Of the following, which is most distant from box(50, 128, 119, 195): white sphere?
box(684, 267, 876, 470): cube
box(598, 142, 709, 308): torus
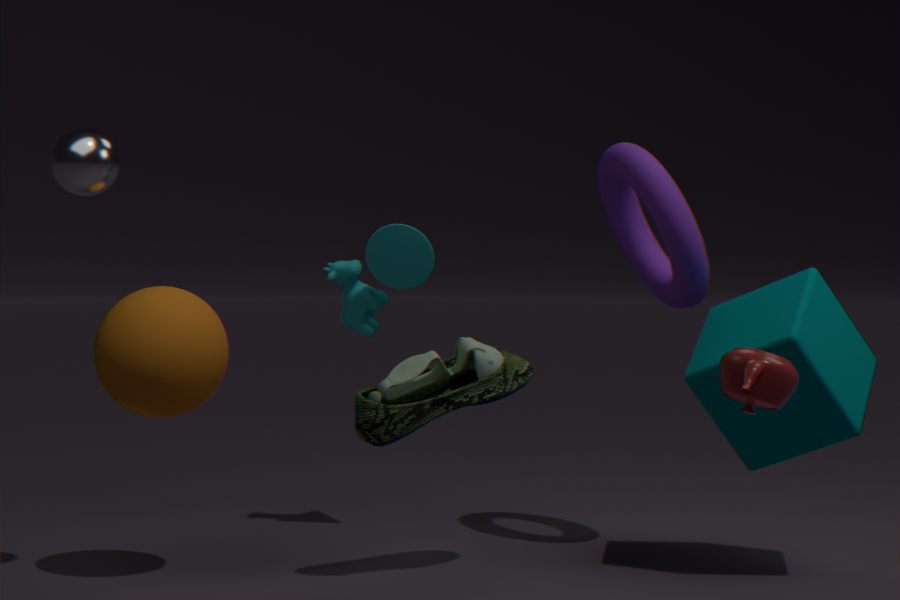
box(684, 267, 876, 470): cube
